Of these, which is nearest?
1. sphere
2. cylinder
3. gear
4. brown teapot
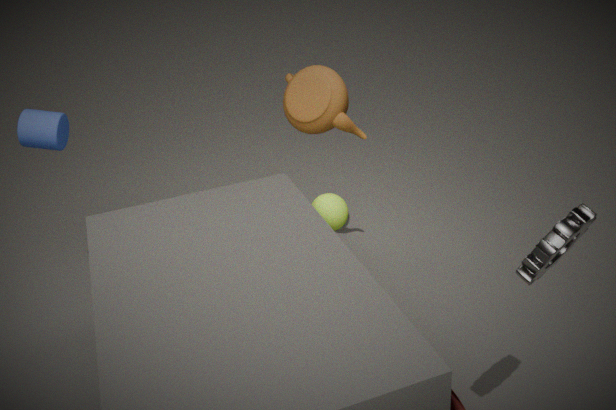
gear
